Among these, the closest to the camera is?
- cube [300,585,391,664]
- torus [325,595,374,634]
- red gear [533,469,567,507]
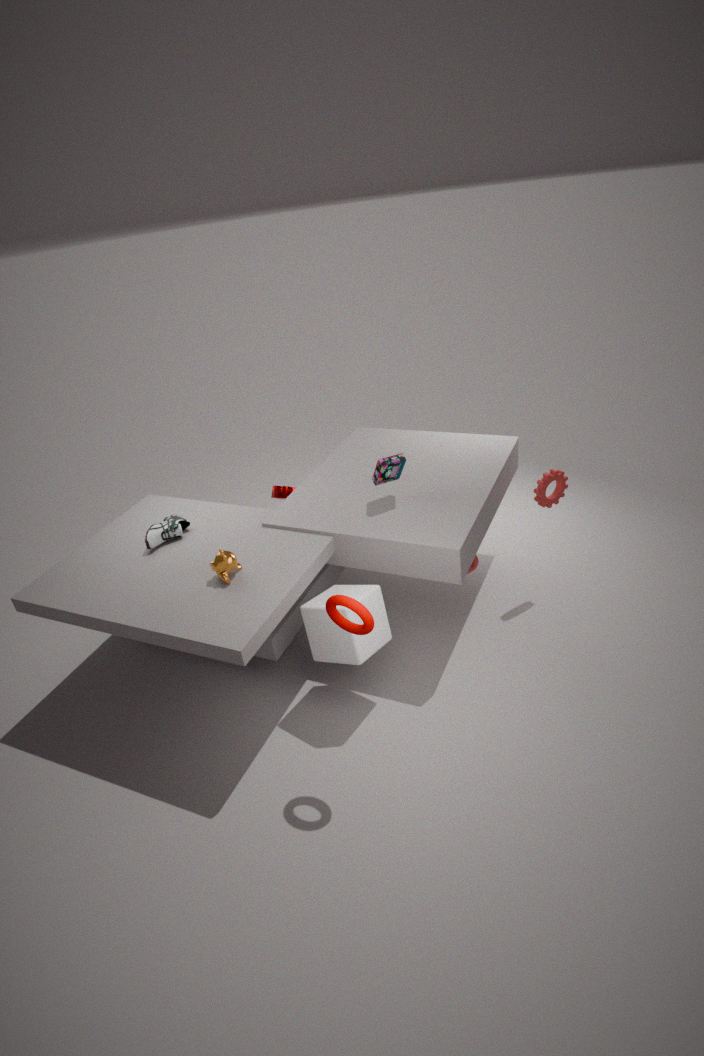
torus [325,595,374,634]
